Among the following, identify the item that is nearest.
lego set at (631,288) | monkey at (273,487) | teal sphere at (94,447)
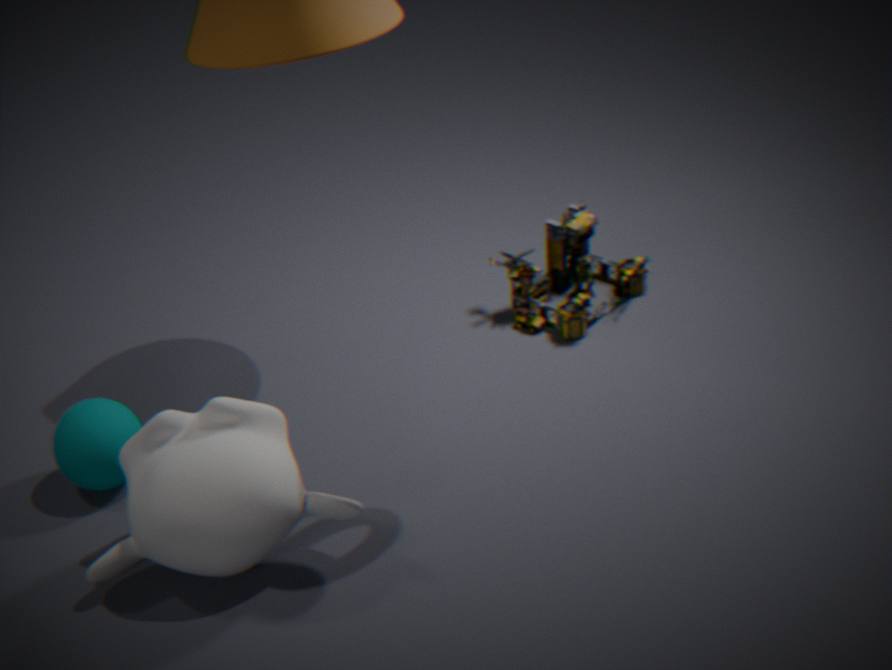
monkey at (273,487)
